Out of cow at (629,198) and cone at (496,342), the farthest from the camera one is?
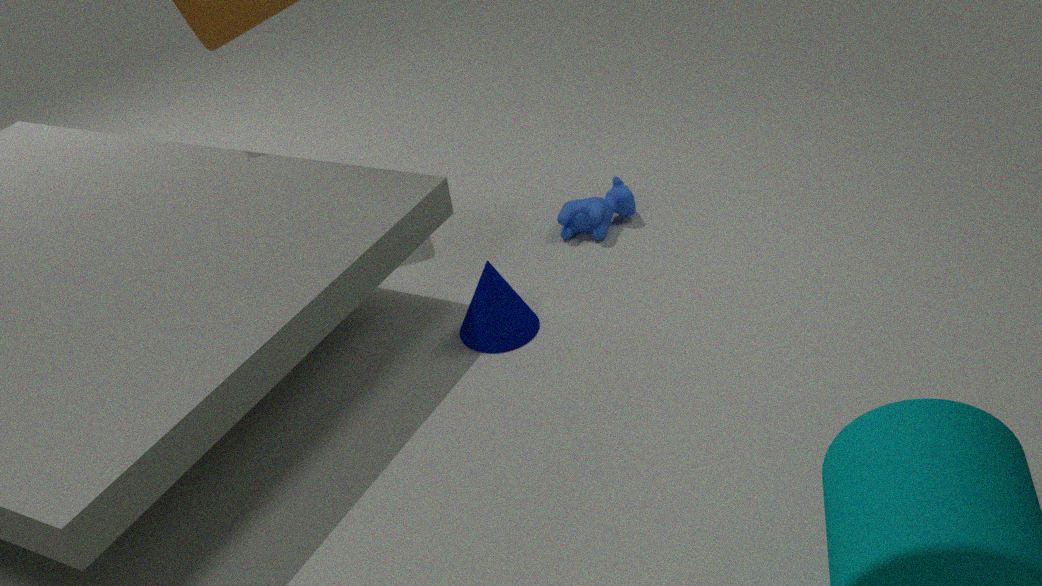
cow at (629,198)
